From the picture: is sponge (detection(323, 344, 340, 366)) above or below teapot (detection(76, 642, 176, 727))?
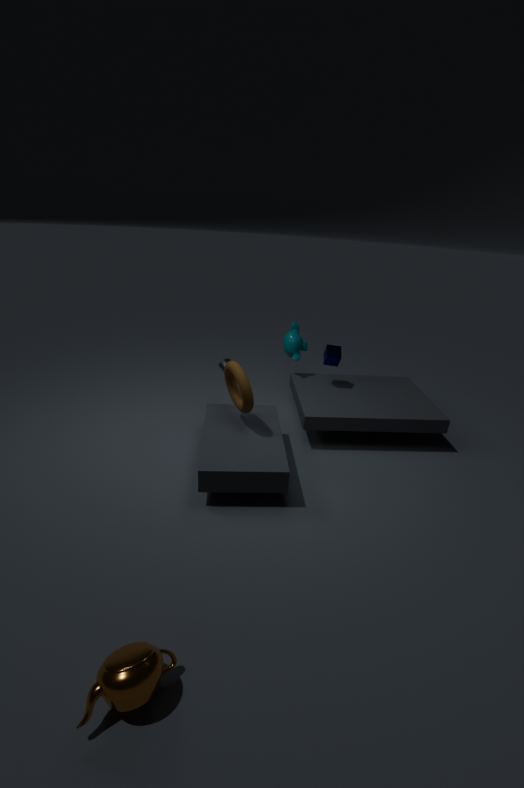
above
